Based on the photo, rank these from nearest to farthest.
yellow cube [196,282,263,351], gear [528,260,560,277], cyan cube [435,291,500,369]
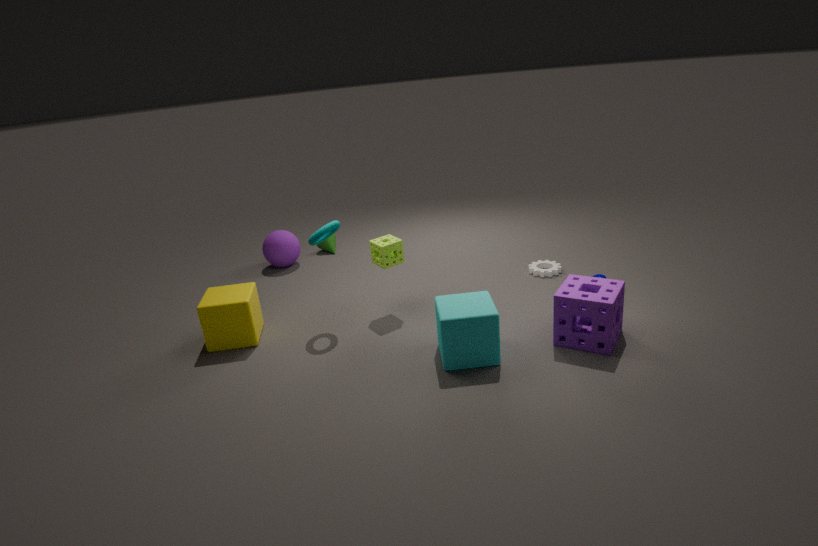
cyan cube [435,291,500,369]
yellow cube [196,282,263,351]
gear [528,260,560,277]
